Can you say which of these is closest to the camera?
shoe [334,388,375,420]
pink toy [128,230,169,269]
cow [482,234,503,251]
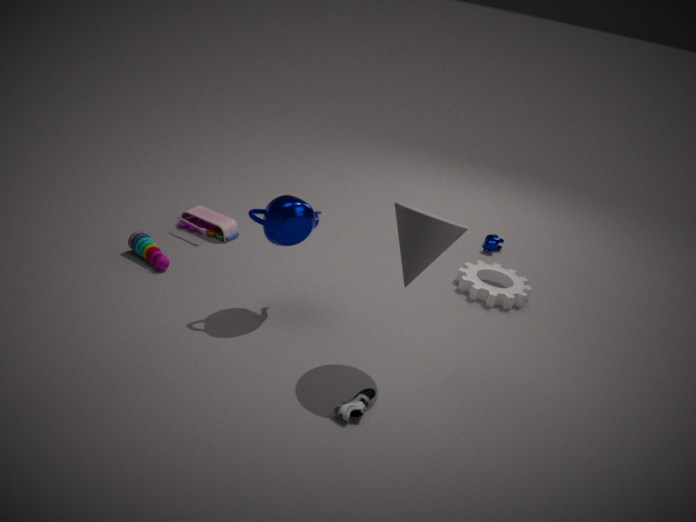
shoe [334,388,375,420]
